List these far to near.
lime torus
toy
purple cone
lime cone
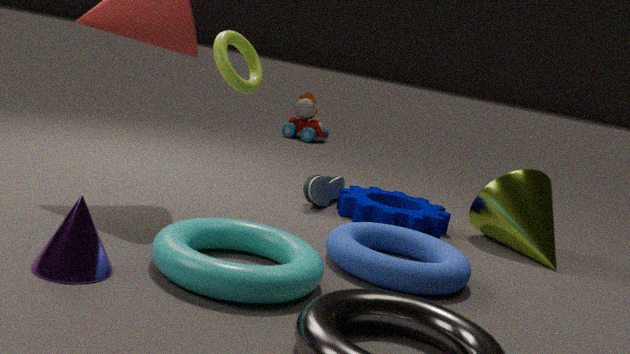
1. toy
2. lime cone
3. lime torus
4. purple cone
